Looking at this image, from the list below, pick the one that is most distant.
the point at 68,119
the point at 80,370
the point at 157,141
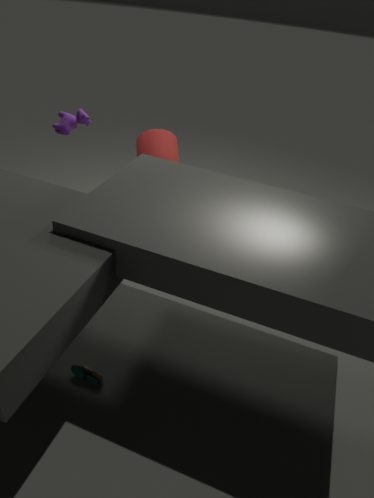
the point at 157,141
